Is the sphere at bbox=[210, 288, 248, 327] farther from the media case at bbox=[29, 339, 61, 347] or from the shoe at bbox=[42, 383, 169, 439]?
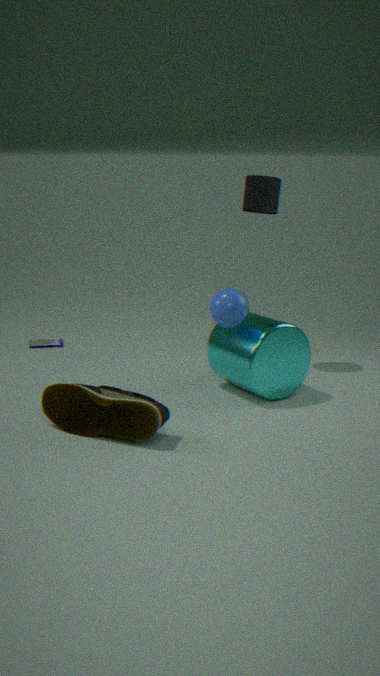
the media case at bbox=[29, 339, 61, 347]
